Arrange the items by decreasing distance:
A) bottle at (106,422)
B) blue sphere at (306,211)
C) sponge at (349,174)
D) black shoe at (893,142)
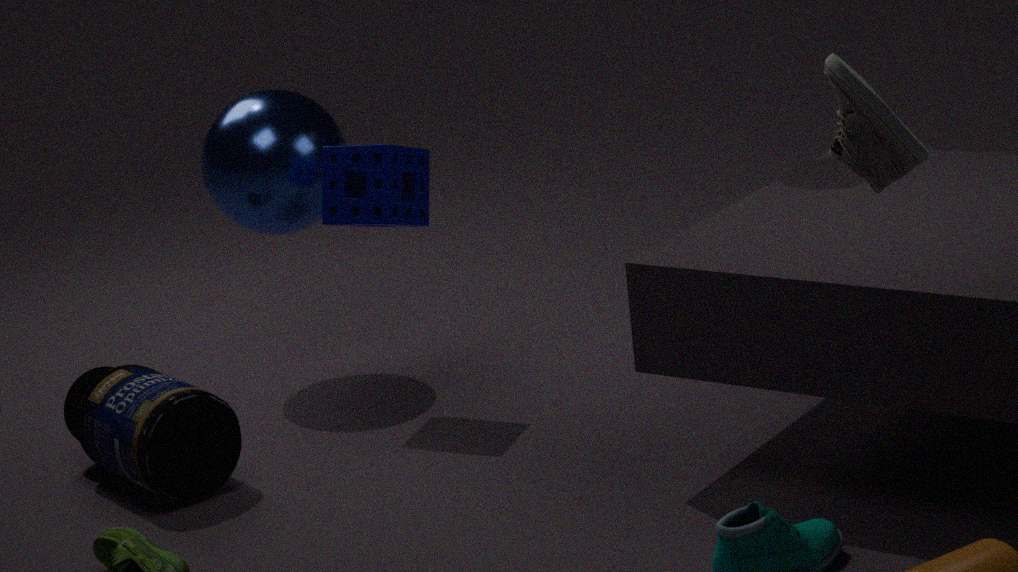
blue sphere at (306,211)
sponge at (349,174)
bottle at (106,422)
black shoe at (893,142)
